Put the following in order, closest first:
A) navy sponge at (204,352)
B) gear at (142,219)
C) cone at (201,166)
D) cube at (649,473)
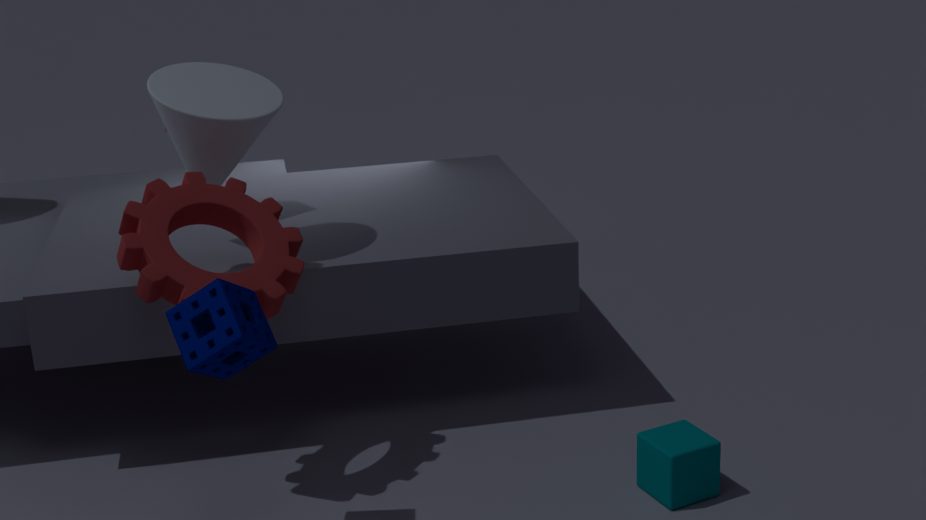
navy sponge at (204,352)
gear at (142,219)
cube at (649,473)
cone at (201,166)
